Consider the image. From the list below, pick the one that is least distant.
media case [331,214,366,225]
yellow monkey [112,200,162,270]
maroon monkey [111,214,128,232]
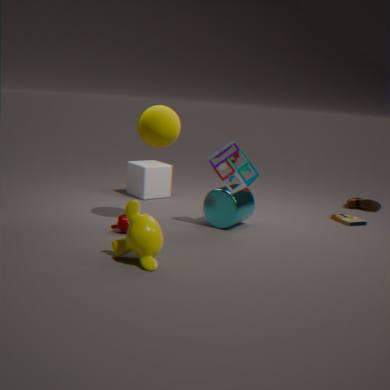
yellow monkey [112,200,162,270]
